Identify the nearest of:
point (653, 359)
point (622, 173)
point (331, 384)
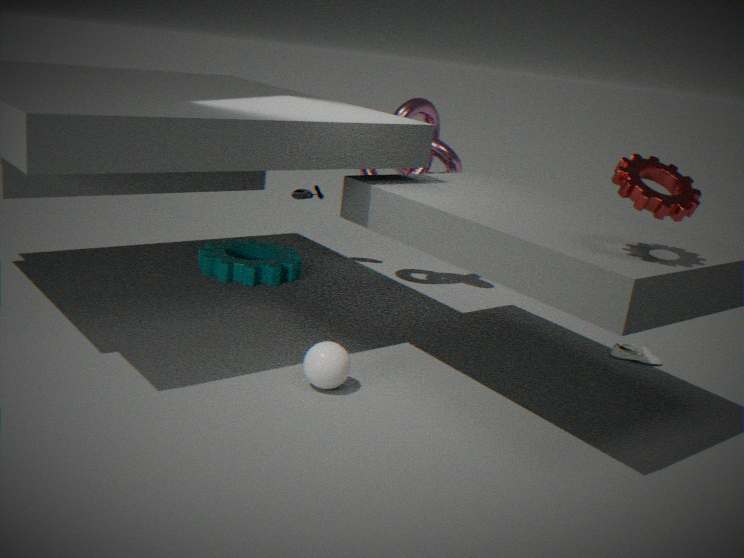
point (622, 173)
